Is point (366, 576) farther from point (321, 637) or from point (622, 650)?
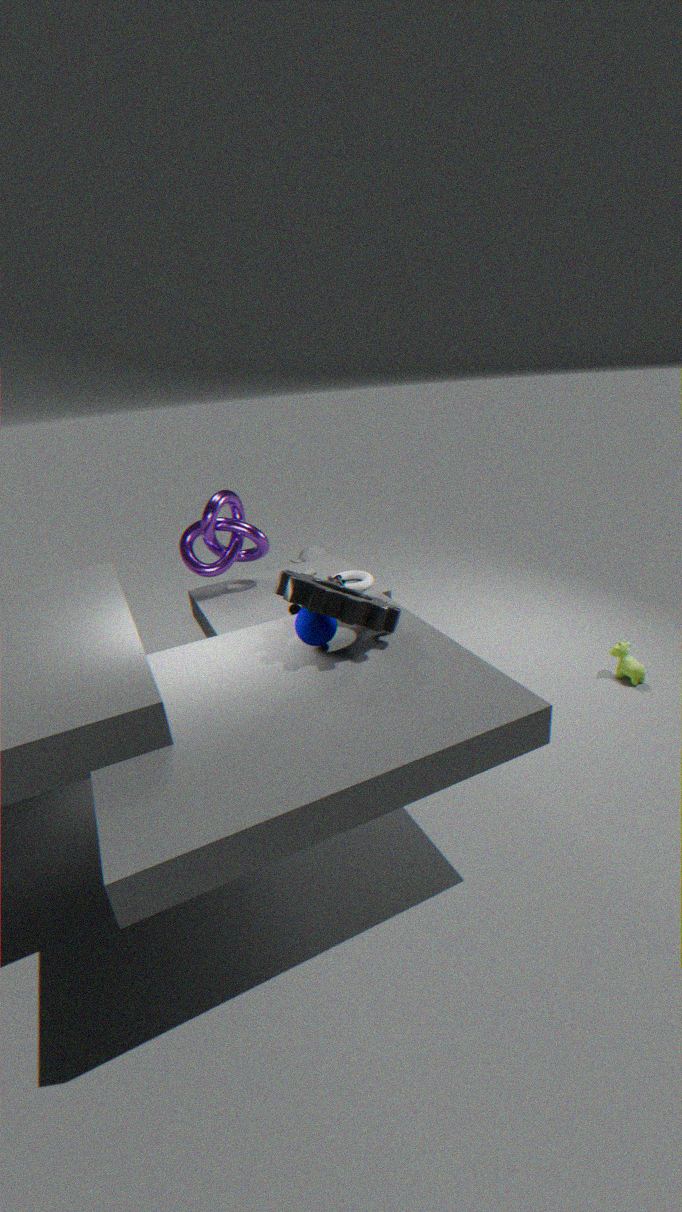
point (622, 650)
